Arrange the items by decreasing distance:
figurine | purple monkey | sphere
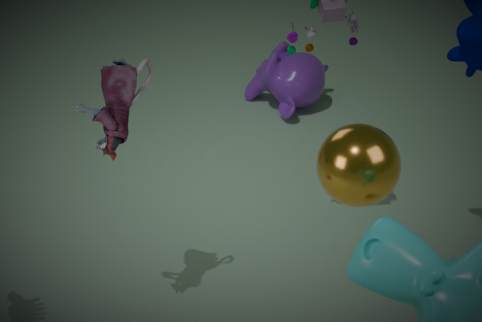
purple monkey → figurine → sphere
